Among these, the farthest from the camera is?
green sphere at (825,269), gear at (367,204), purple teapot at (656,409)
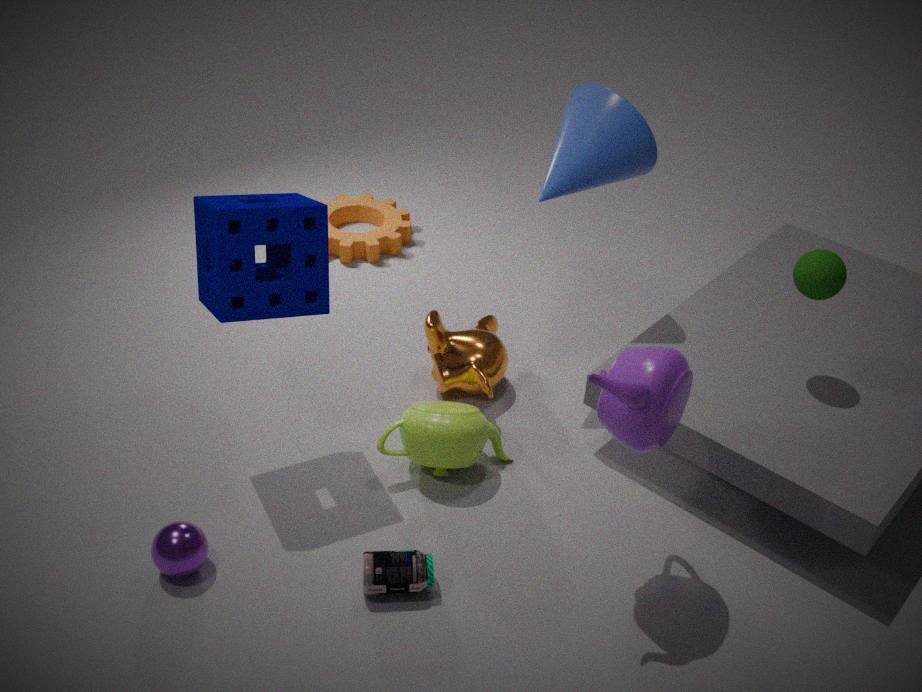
gear at (367,204)
